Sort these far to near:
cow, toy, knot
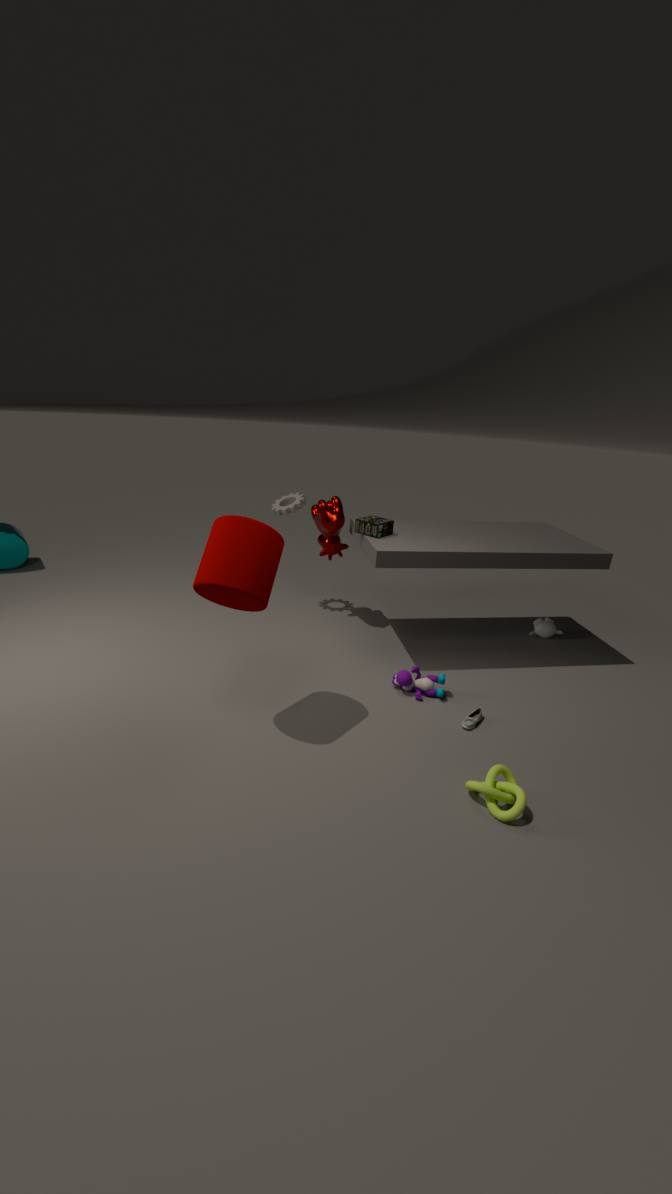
cow, toy, knot
